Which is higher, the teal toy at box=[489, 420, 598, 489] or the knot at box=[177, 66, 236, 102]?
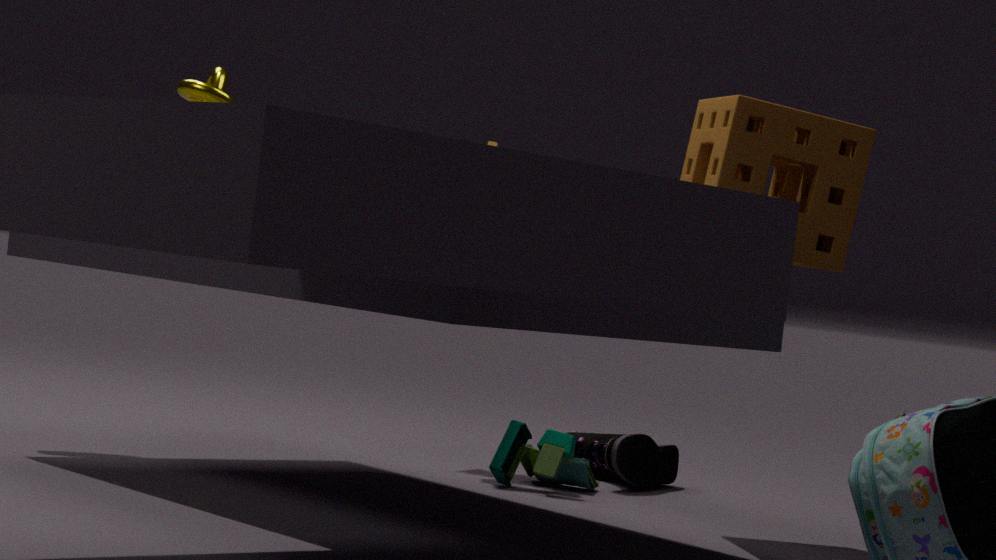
the knot at box=[177, 66, 236, 102]
